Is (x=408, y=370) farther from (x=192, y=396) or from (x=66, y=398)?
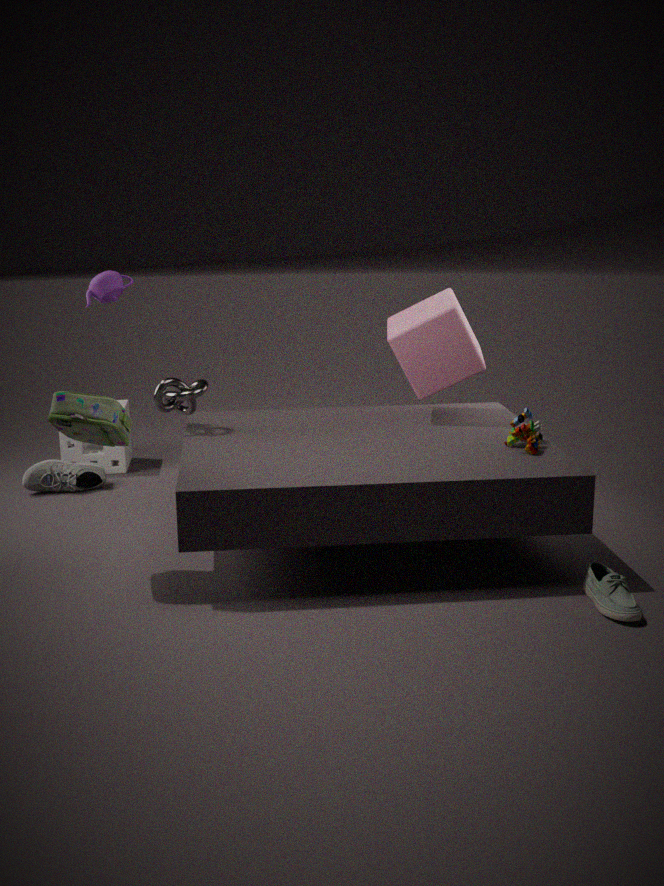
(x=66, y=398)
